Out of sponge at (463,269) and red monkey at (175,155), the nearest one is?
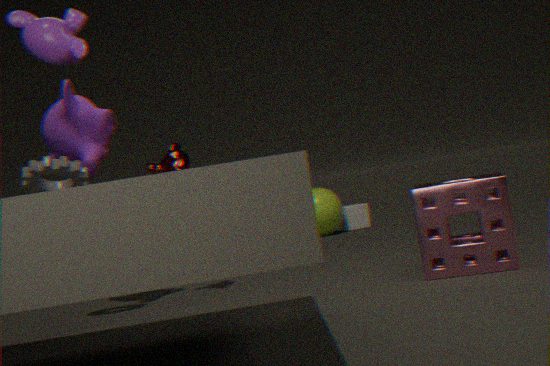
sponge at (463,269)
